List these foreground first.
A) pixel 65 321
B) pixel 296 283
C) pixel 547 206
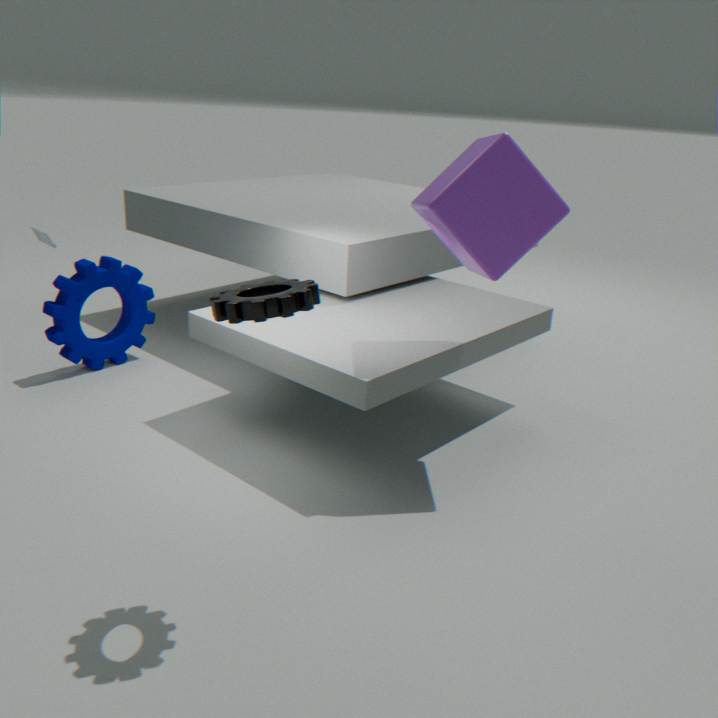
1. pixel 296 283
2. pixel 547 206
3. pixel 65 321
